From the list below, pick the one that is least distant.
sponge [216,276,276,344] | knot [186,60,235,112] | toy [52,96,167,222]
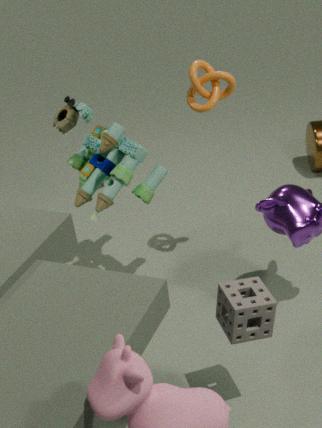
sponge [216,276,276,344]
